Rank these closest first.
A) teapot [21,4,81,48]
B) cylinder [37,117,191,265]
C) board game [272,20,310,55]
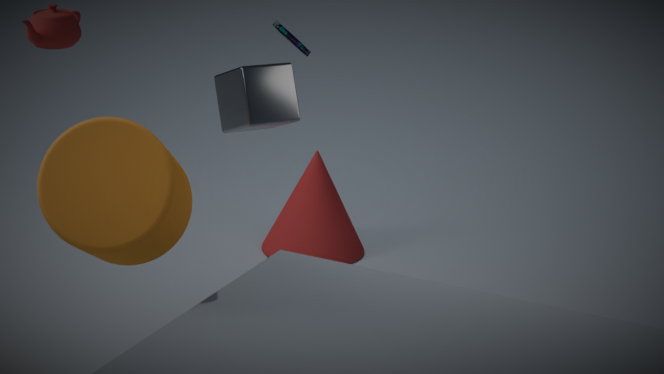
cylinder [37,117,191,265] → teapot [21,4,81,48] → board game [272,20,310,55]
